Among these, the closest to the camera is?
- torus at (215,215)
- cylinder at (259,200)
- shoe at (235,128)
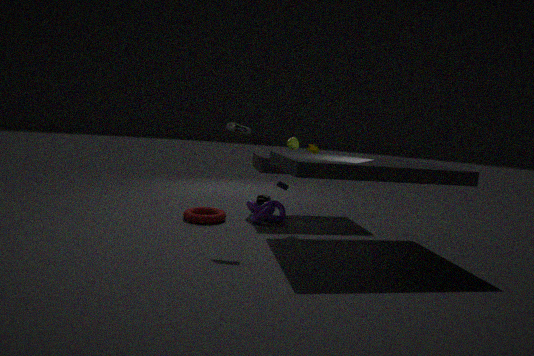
shoe at (235,128)
